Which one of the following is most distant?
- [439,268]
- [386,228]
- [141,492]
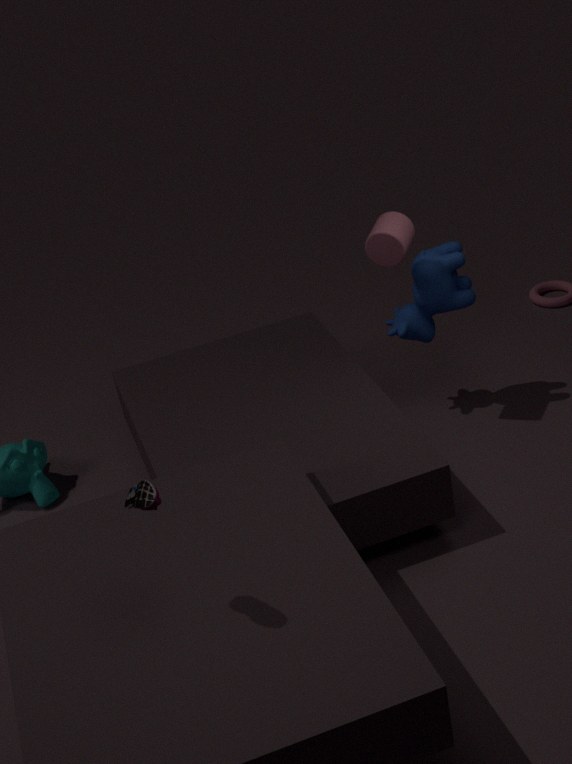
[439,268]
